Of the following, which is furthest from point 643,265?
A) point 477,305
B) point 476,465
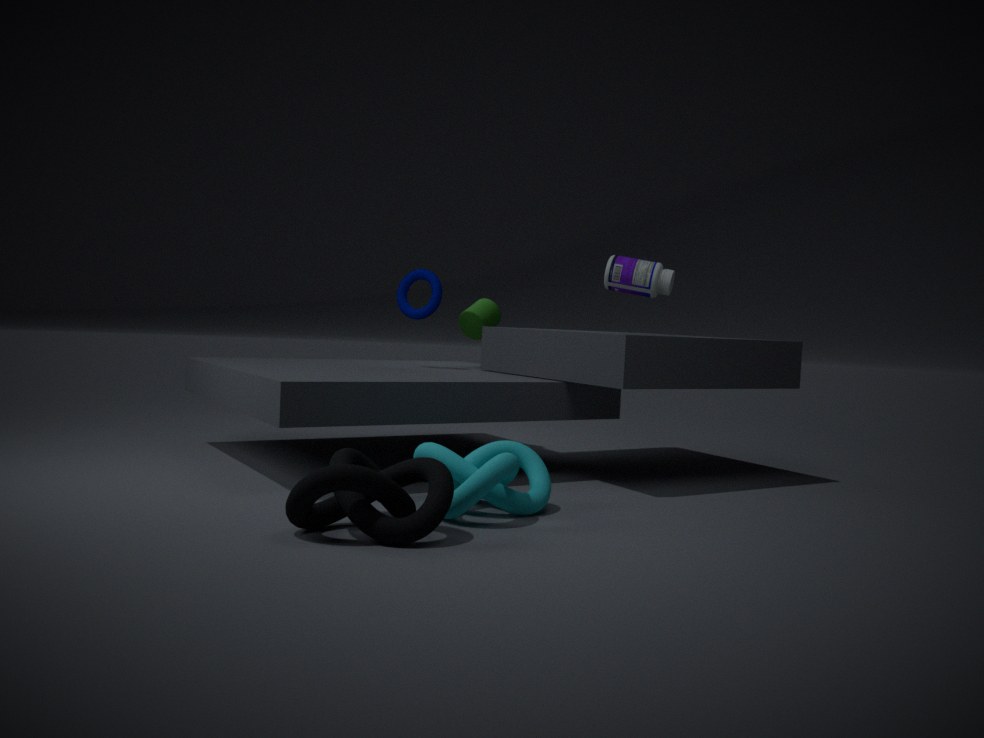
point 476,465
